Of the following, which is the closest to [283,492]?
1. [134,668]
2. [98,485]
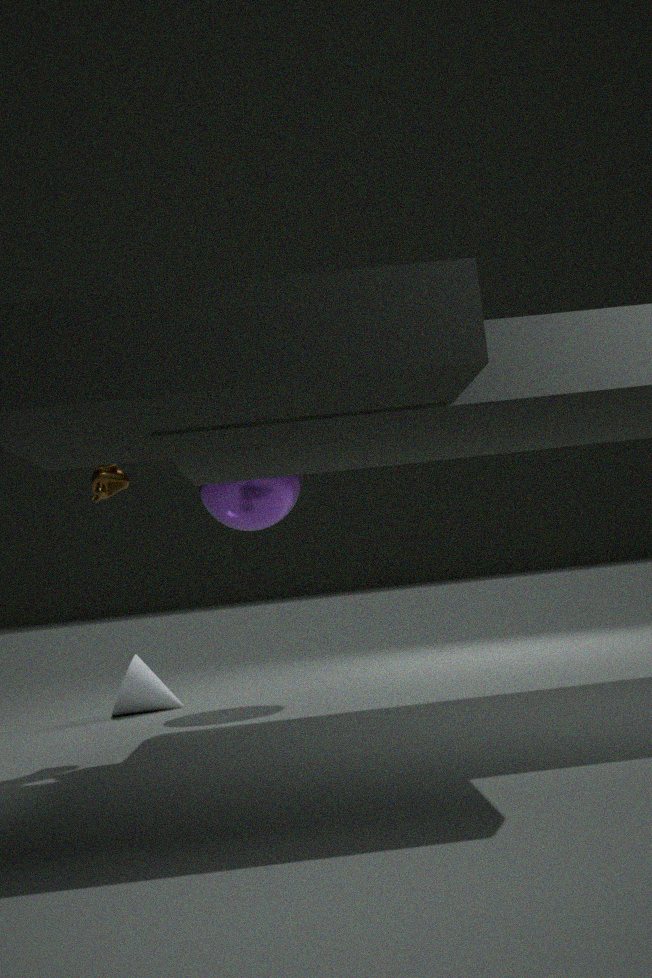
[134,668]
